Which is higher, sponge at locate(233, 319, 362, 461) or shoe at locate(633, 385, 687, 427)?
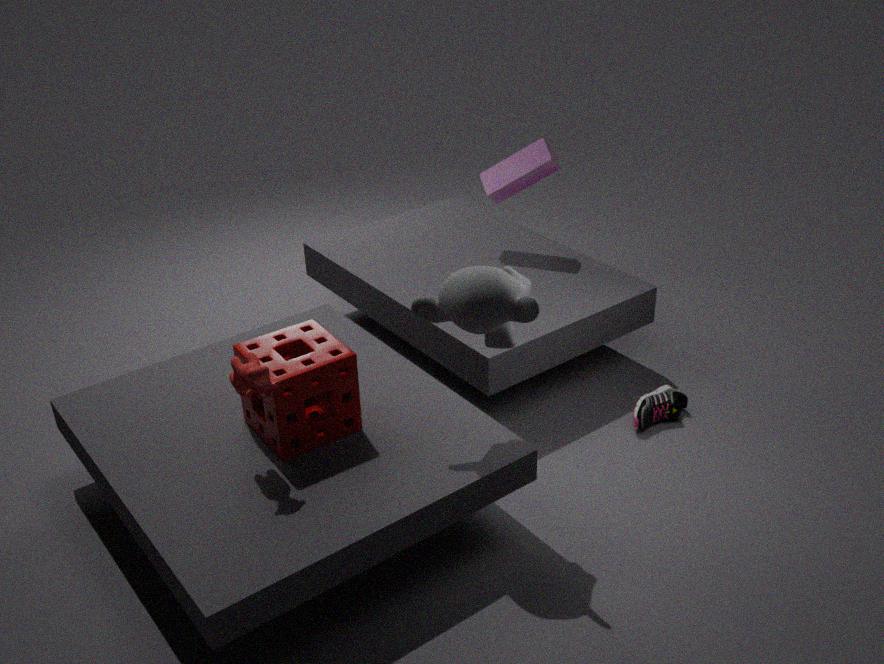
sponge at locate(233, 319, 362, 461)
